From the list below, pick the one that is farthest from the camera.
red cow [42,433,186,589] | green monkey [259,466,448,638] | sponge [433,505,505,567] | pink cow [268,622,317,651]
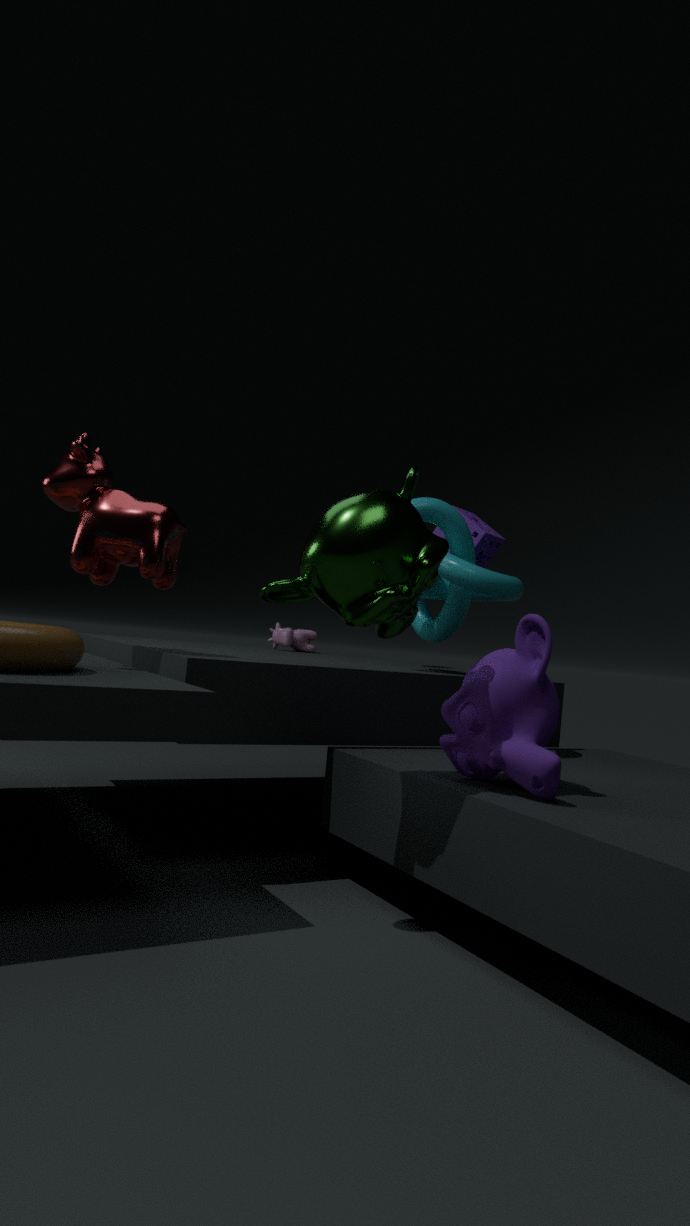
pink cow [268,622,317,651]
